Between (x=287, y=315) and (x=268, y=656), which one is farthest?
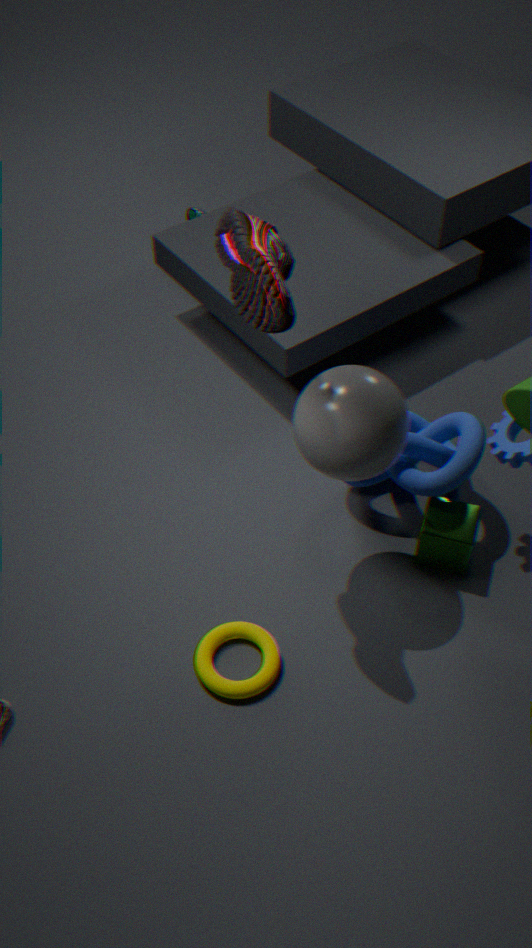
(x=268, y=656)
